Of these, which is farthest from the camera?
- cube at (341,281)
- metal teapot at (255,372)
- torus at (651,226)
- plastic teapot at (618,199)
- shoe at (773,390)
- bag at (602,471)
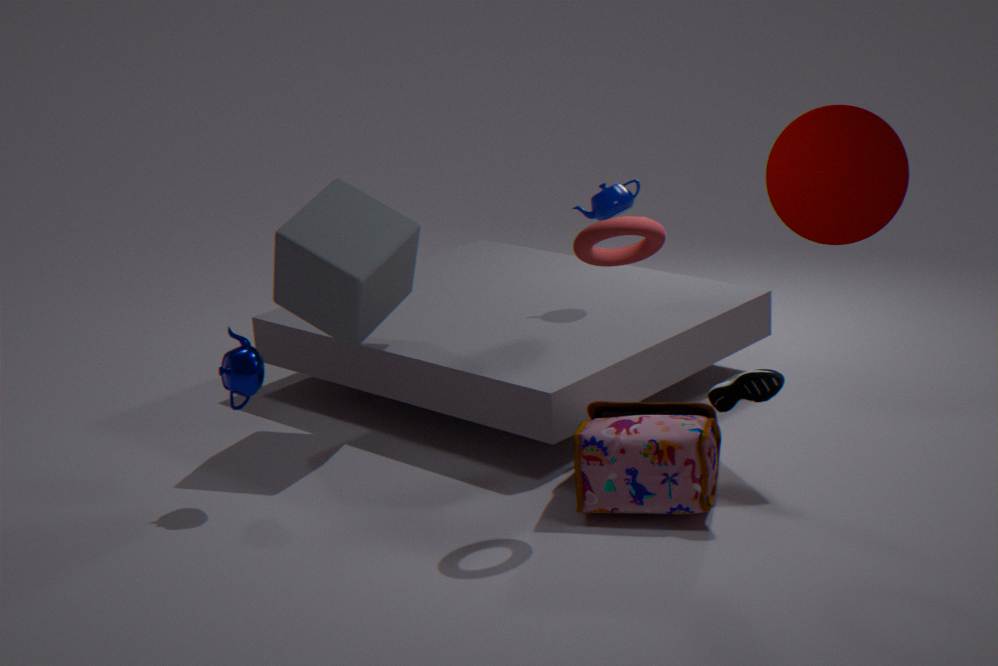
plastic teapot at (618,199)
